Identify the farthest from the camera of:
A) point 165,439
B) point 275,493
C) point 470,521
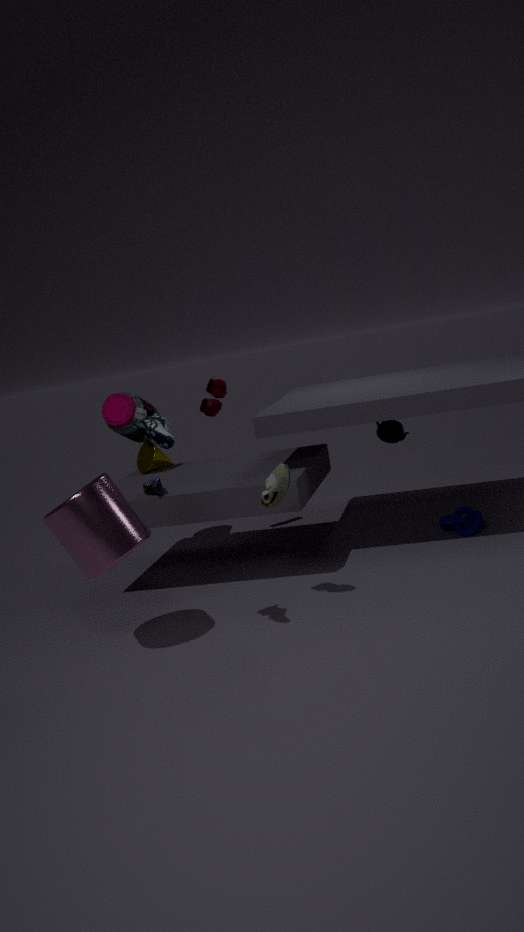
point 470,521
